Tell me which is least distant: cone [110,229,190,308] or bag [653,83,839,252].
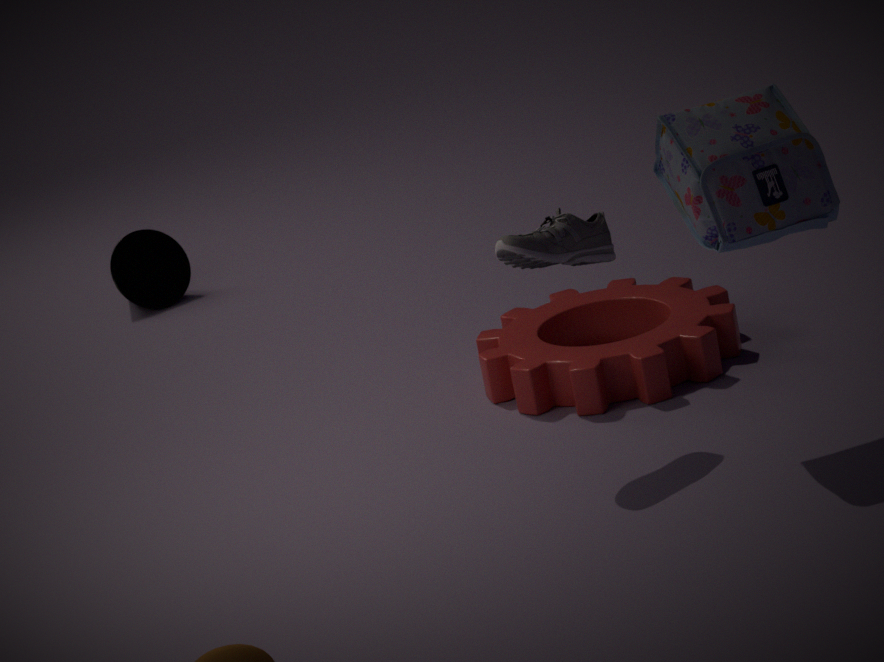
bag [653,83,839,252]
